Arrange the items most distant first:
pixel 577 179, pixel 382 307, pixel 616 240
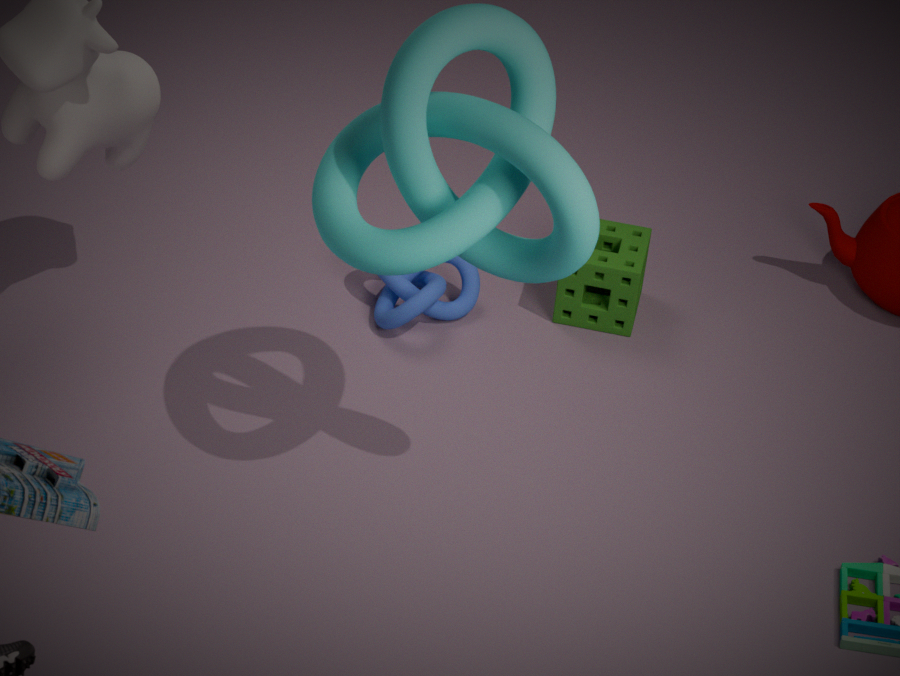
pixel 616 240
pixel 382 307
pixel 577 179
